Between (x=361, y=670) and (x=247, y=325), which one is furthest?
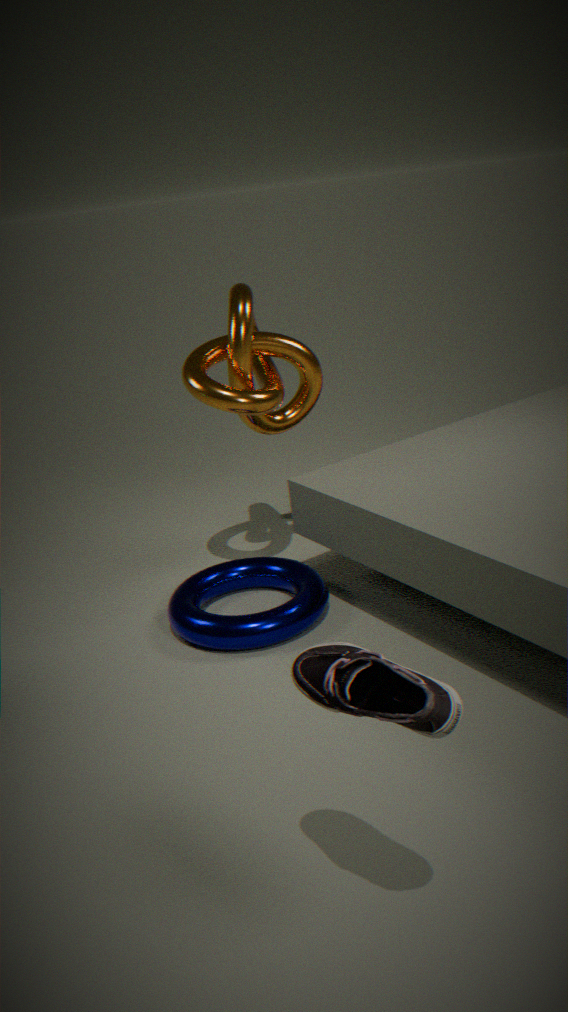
(x=247, y=325)
